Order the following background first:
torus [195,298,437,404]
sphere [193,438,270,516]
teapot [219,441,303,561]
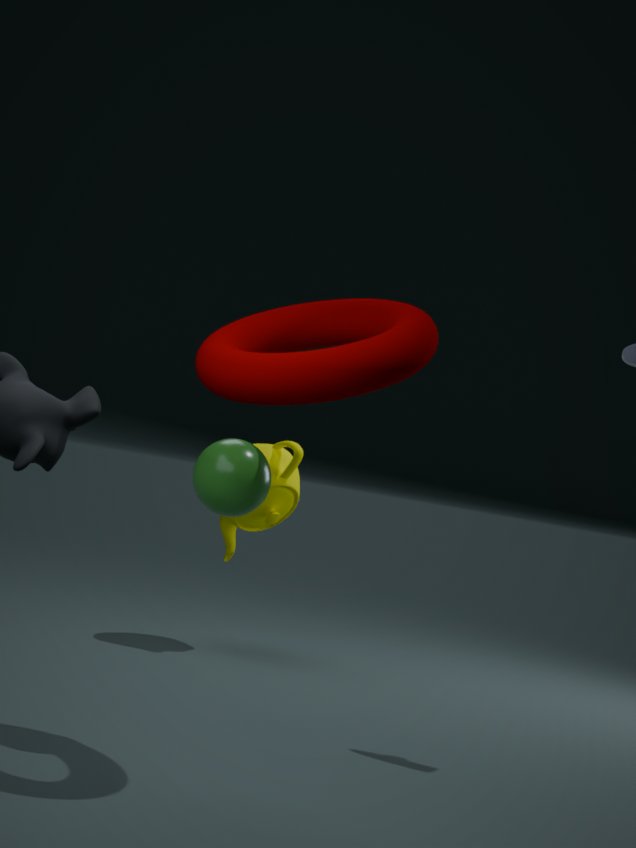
1. teapot [219,441,303,561]
2. sphere [193,438,270,516]
3. torus [195,298,437,404]
